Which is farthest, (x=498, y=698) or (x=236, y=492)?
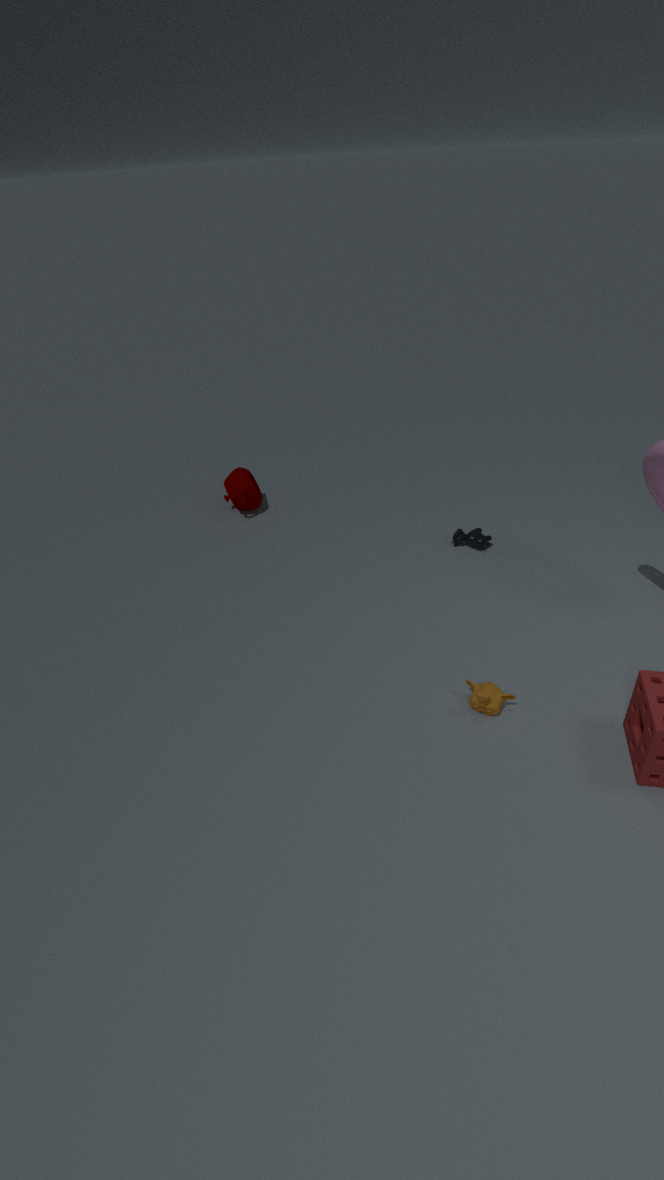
(x=236, y=492)
